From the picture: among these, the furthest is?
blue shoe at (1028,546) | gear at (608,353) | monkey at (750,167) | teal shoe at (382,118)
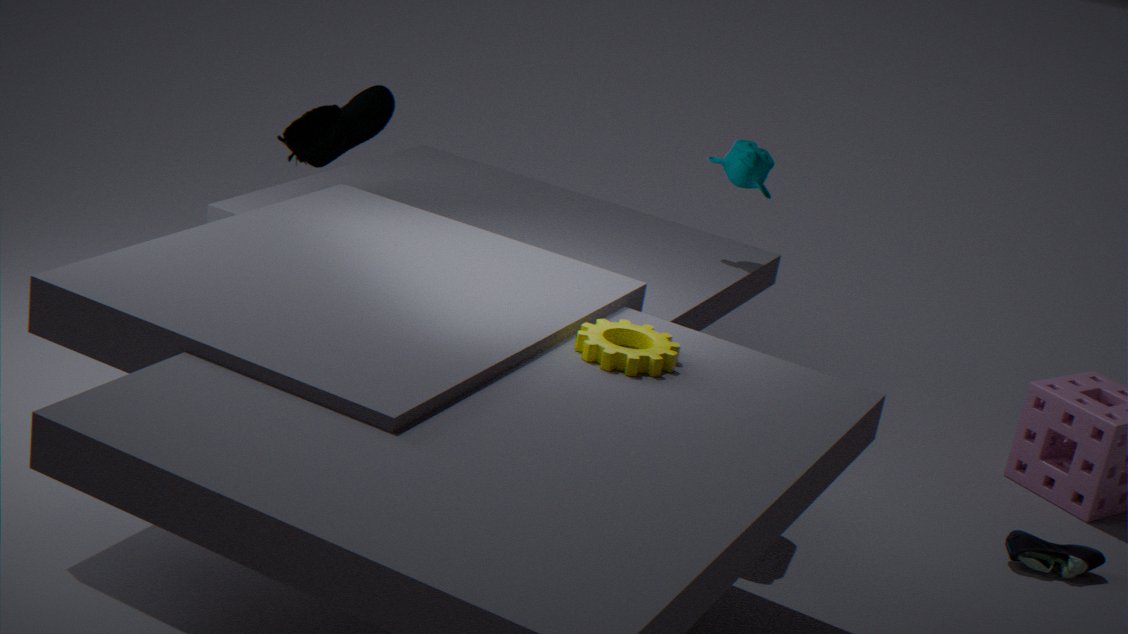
monkey at (750,167)
